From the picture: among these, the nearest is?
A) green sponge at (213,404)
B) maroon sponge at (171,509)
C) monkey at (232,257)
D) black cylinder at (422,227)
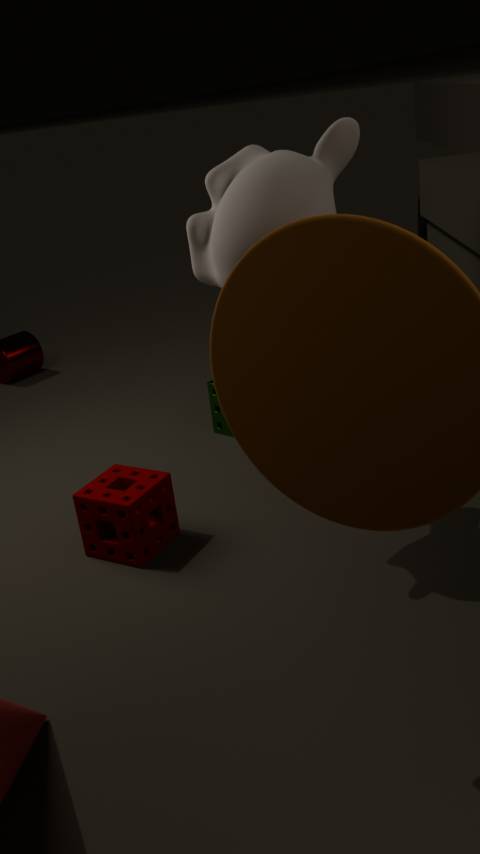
monkey at (232,257)
